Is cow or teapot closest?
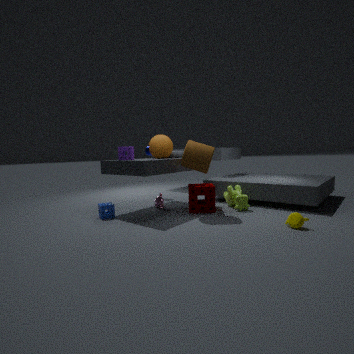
teapot
